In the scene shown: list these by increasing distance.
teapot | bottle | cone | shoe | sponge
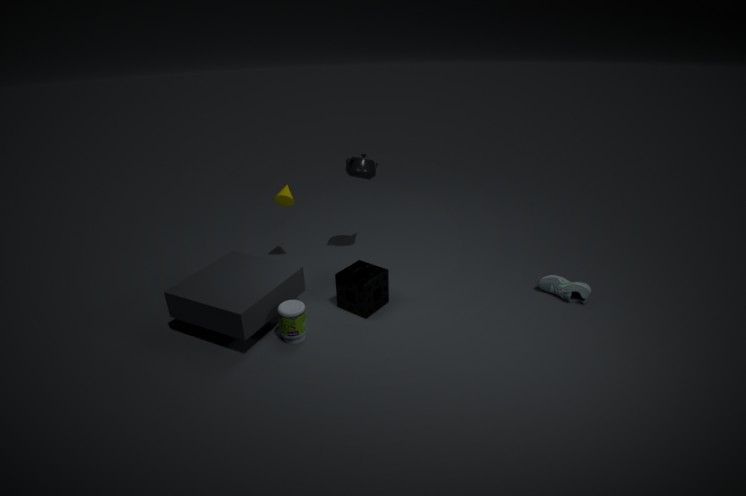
bottle, sponge, shoe, teapot, cone
